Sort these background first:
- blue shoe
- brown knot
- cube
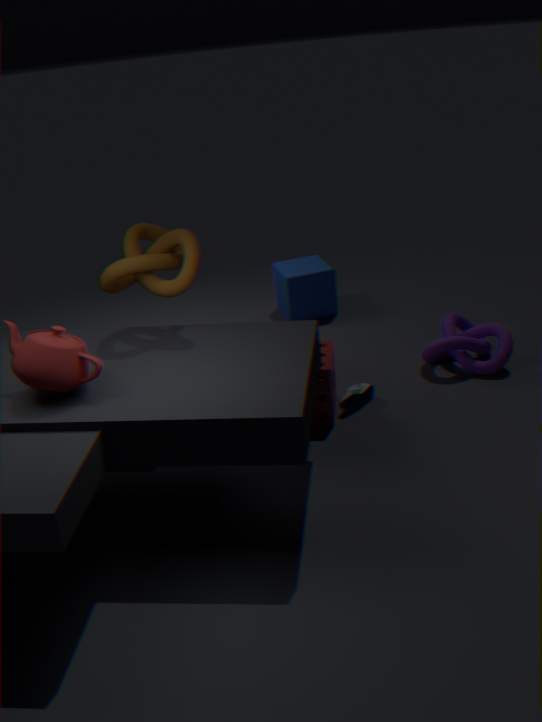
cube, blue shoe, brown knot
